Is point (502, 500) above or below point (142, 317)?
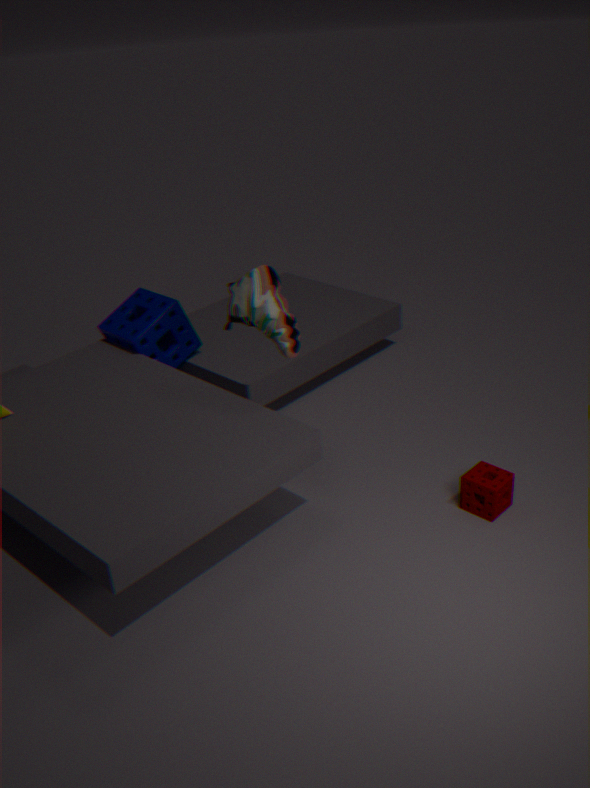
below
